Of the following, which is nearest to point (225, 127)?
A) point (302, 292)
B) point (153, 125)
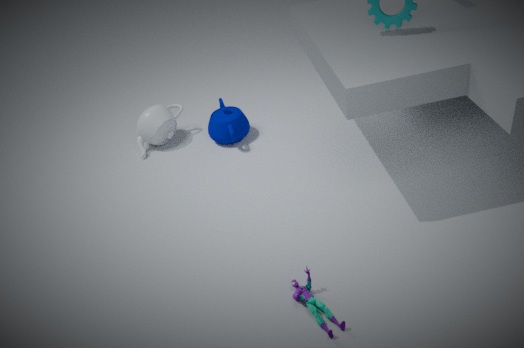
Result: point (153, 125)
